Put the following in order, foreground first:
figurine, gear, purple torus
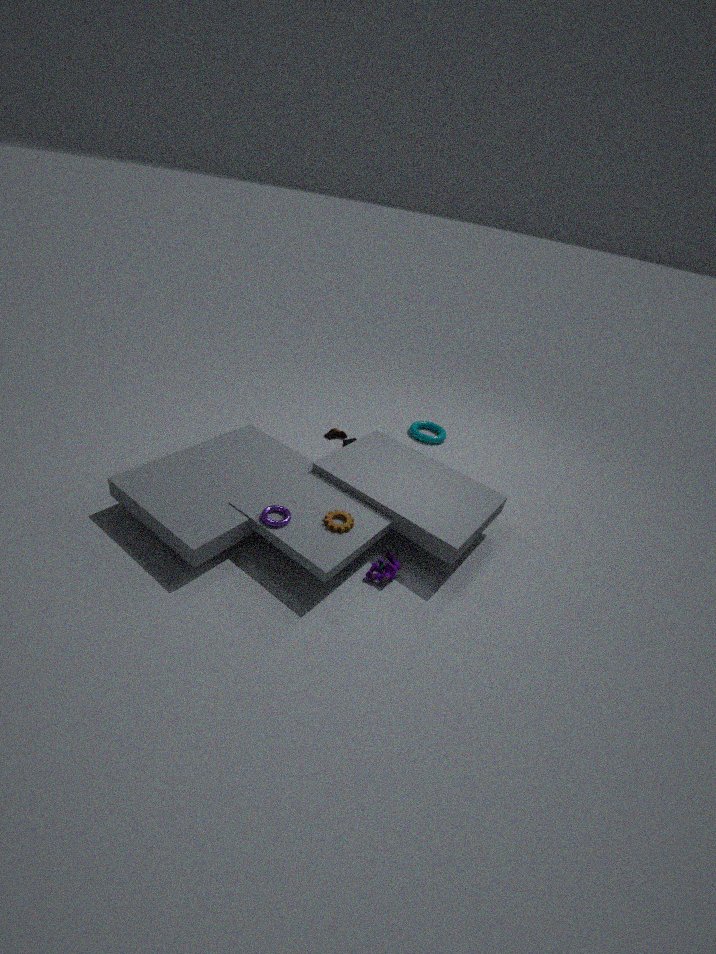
purple torus < gear < figurine
